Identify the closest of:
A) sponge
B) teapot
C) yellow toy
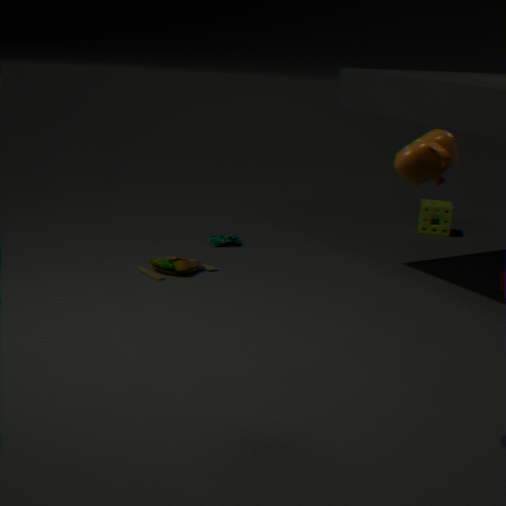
teapot
